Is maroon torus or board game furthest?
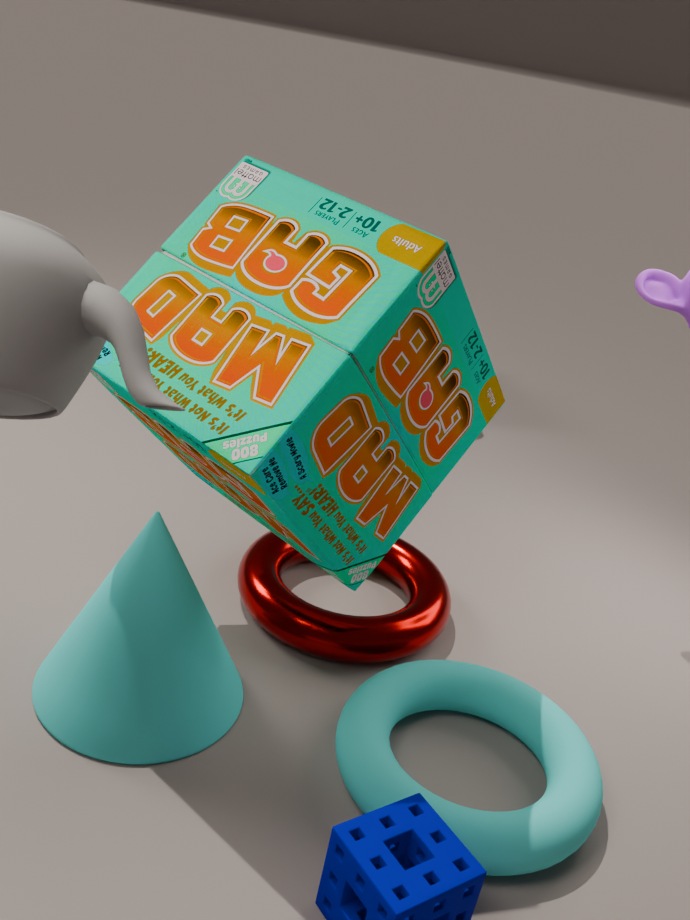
maroon torus
